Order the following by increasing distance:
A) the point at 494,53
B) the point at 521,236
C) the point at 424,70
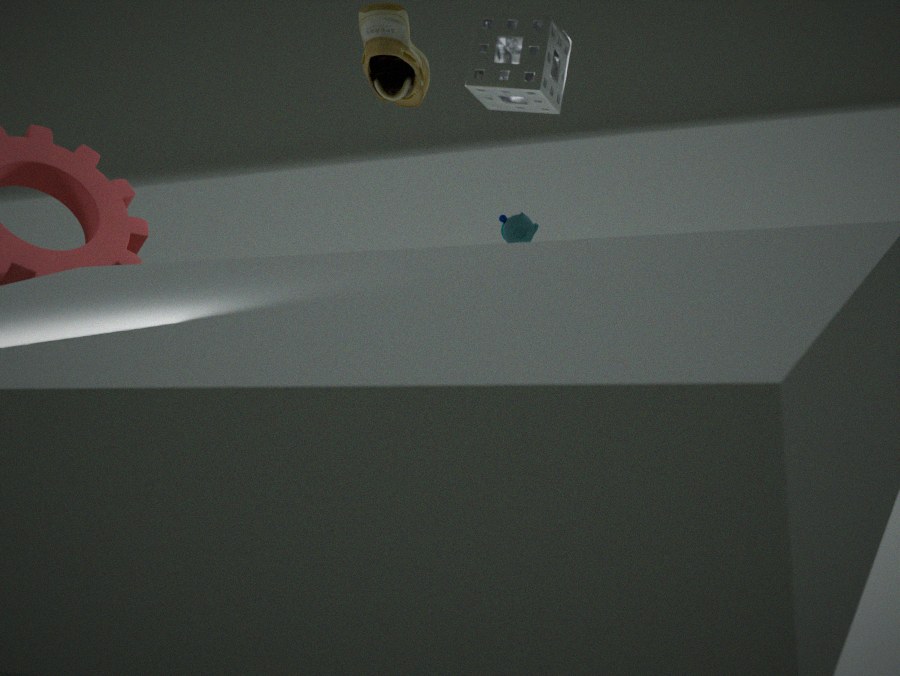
the point at 424,70 → the point at 521,236 → the point at 494,53
